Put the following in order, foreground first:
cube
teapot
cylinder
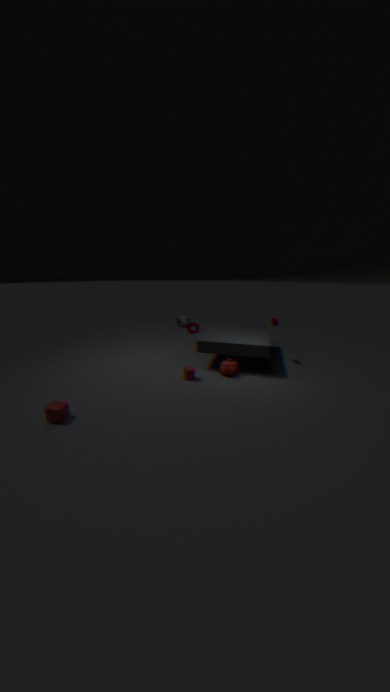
cube → cylinder → teapot
